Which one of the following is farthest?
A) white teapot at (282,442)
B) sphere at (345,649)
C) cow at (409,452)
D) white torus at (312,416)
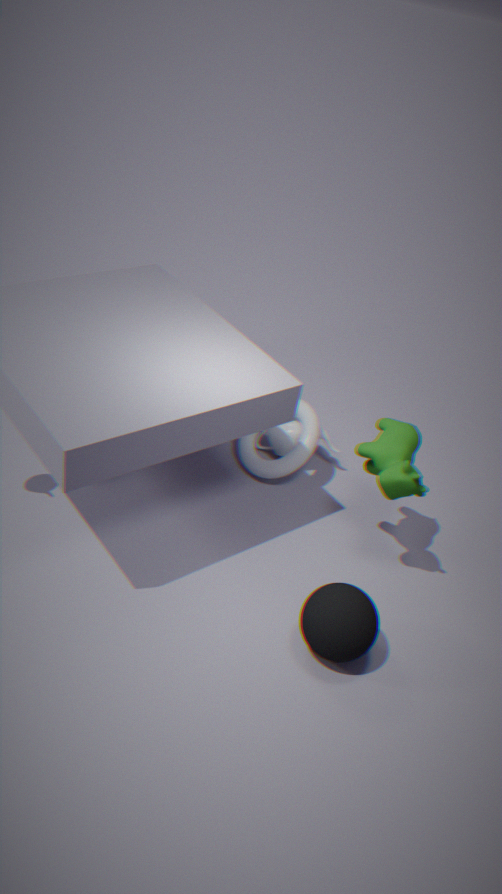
white teapot at (282,442)
